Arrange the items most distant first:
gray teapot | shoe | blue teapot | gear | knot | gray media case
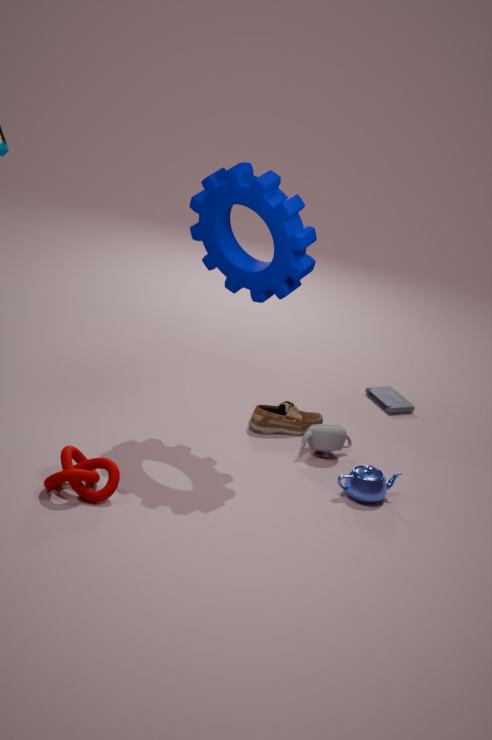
gray media case
shoe
gray teapot
blue teapot
gear
knot
